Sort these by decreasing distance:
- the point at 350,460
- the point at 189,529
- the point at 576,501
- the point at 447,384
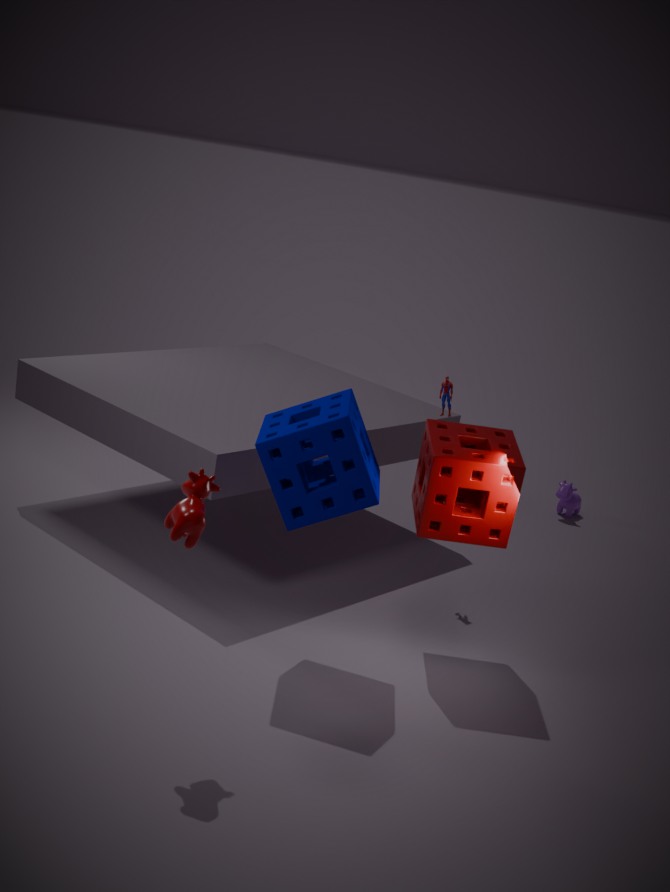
1. the point at 576,501
2. the point at 447,384
3. the point at 350,460
4. the point at 189,529
